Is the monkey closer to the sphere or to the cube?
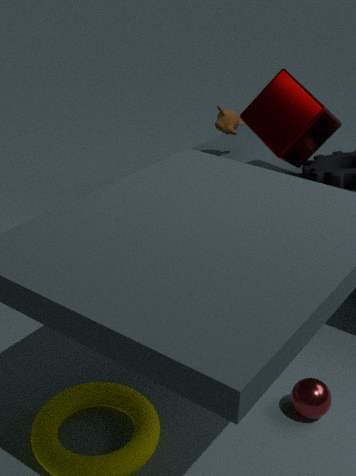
the cube
